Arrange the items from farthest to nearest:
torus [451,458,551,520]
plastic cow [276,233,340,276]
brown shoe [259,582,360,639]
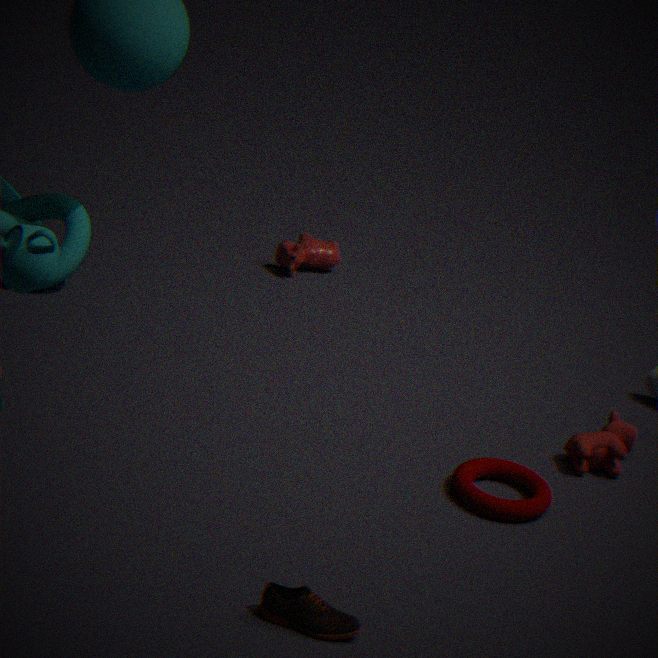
plastic cow [276,233,340,276], torus [451,458,551,520], brown shoe [259,582,360,639]
